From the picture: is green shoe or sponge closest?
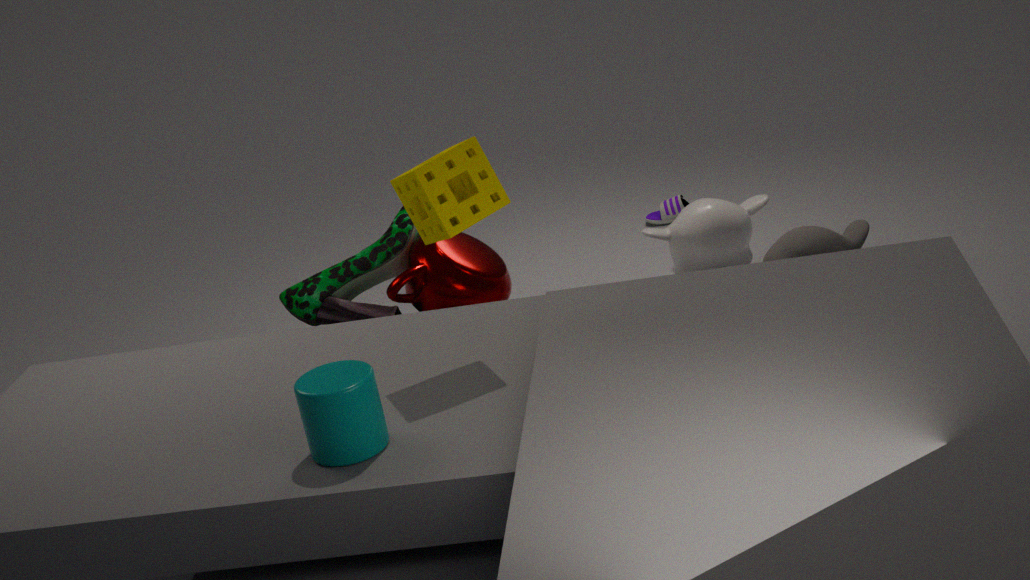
sponge
